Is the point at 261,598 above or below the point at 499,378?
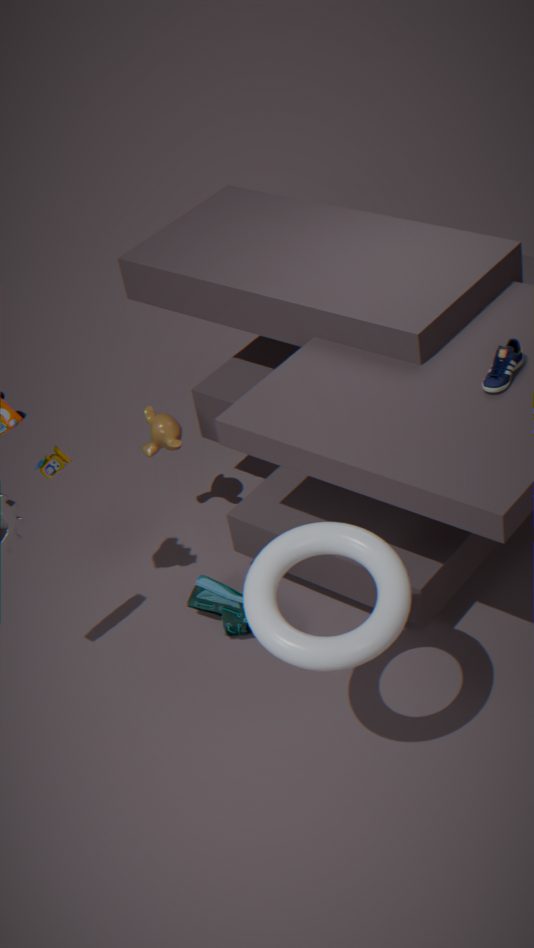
below
